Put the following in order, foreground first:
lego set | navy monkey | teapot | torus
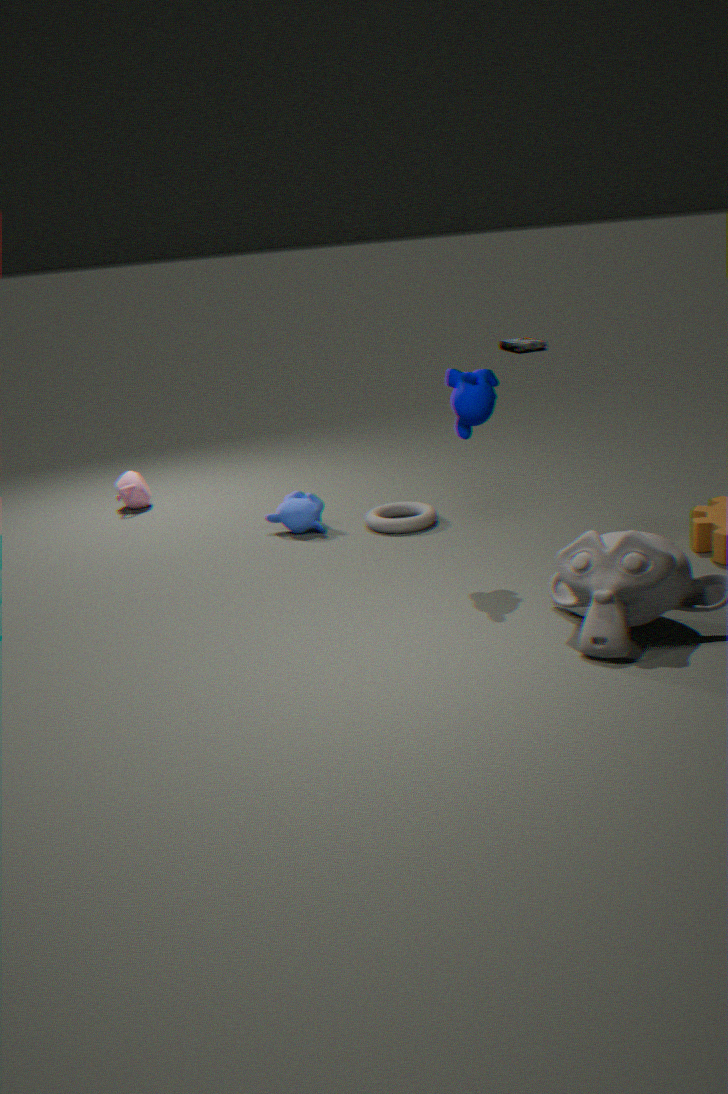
navy monkey < torus < teapot < lego set
